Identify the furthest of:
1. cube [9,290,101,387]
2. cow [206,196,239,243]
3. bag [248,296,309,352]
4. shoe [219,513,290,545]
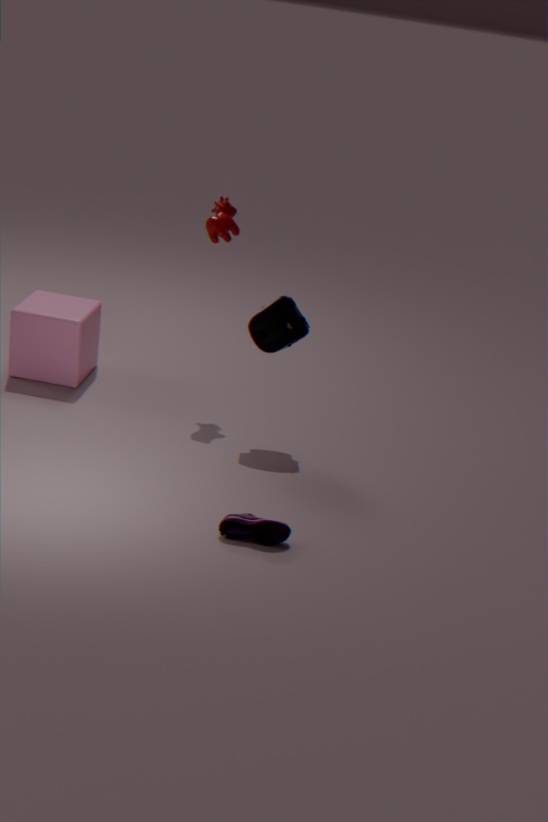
cube [9,290,101,387]
